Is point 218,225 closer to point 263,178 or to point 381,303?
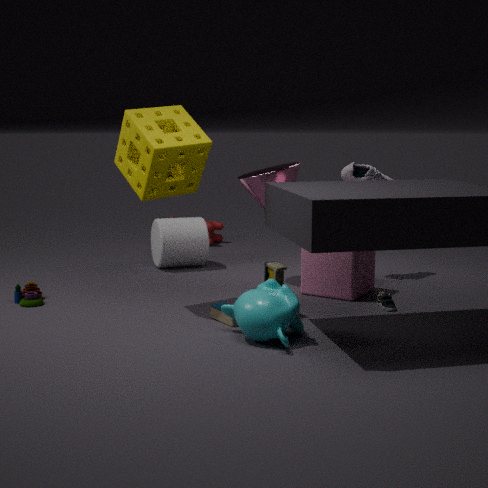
point 263,178
